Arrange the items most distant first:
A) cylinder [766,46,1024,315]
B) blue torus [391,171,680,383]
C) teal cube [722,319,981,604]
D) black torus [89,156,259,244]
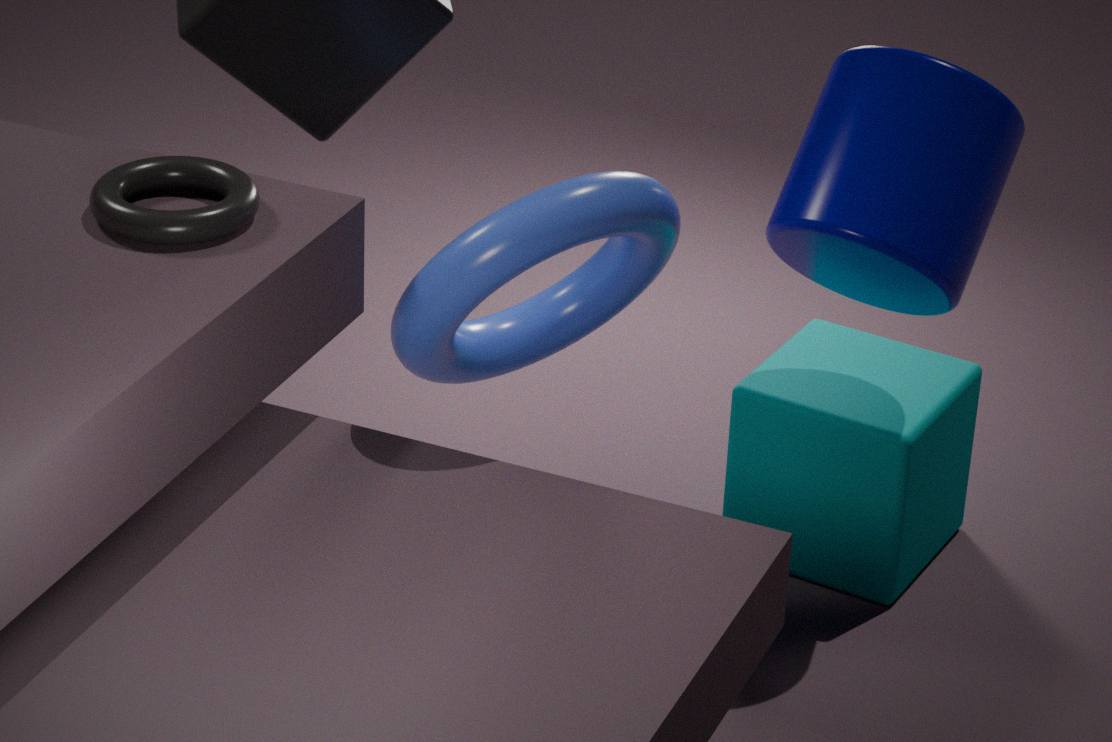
teal cube [722,319,981,604], cylinder [766,46,1024,315], blue torus [391,171,680,383], black torus [89,156,259,244]
